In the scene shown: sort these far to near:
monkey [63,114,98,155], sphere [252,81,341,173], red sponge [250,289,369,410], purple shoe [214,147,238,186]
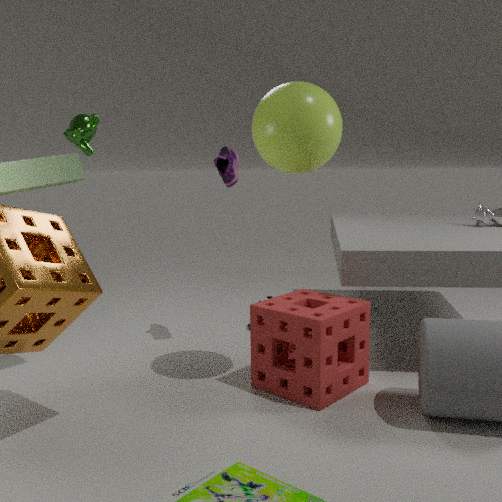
purple shoe [214,147,238,186], monkey [63,114,98,155], red sponge [250,289,369,410], sphere [252,81,341,173]
